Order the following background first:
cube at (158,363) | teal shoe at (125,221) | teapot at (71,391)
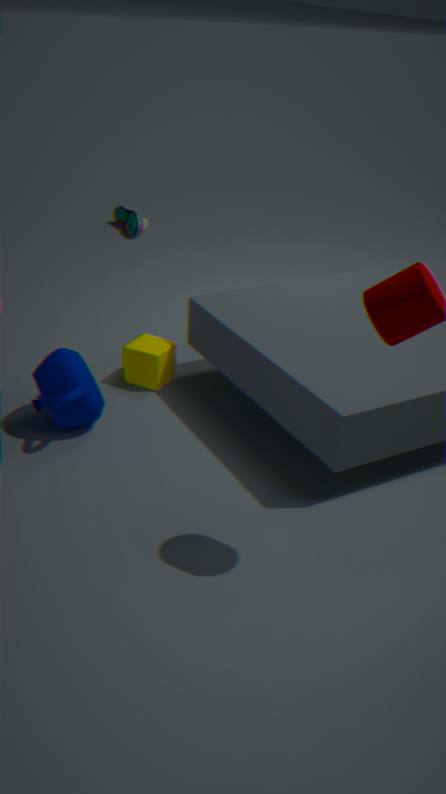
teal shoe at (125,221)
cube at (158,363)
teapot at (71,391)
